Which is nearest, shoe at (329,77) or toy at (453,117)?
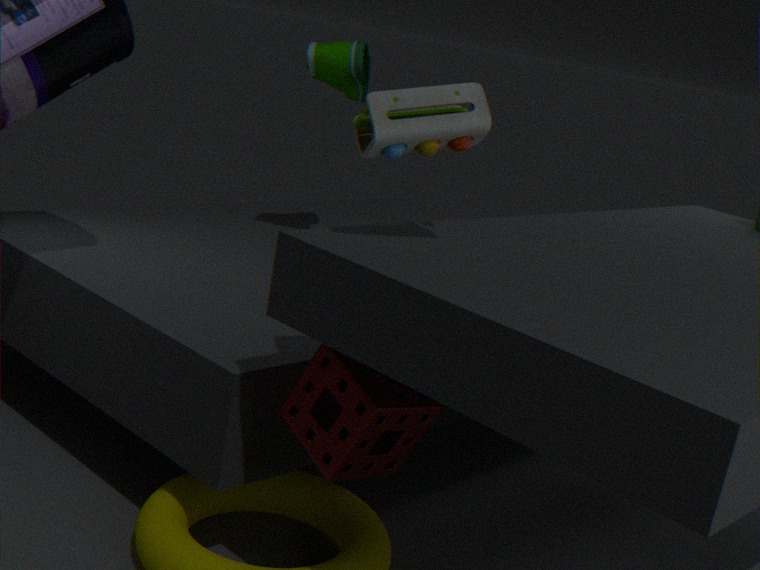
toy at (453,117)
